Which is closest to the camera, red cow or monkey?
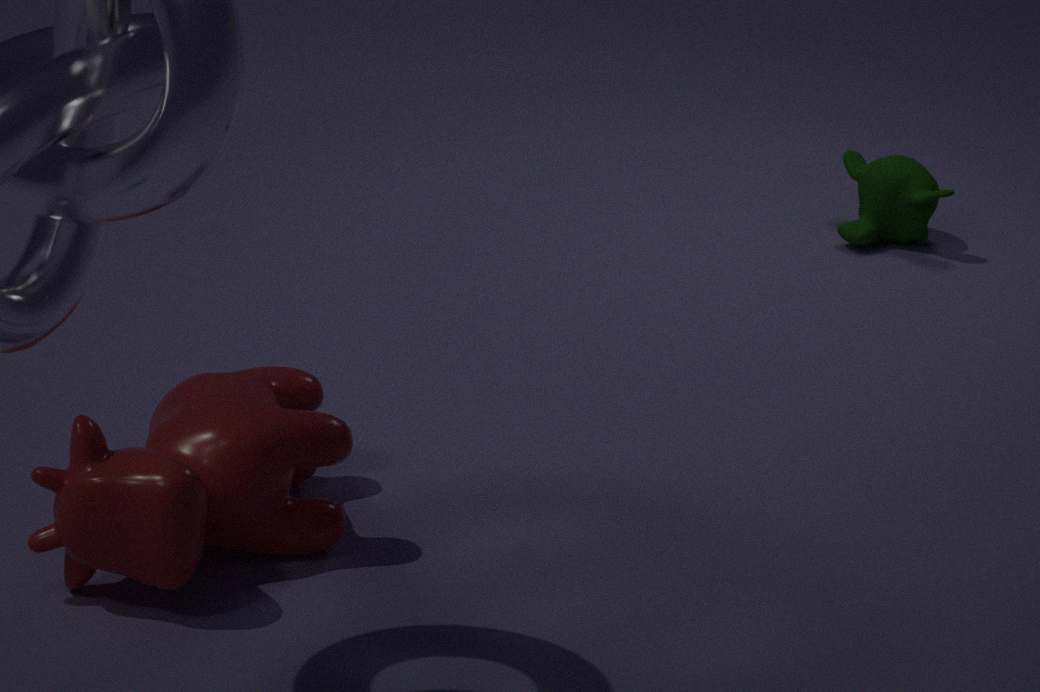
red cow
